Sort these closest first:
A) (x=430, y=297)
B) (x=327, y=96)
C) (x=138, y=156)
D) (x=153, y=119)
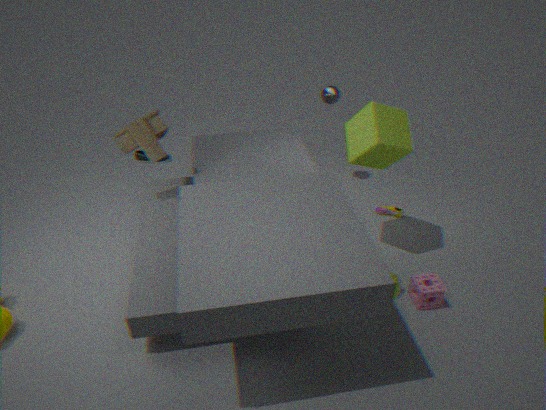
(x=430, y=297), (x=153, y=119), (x=327, y=96), (x=138, y=156)
